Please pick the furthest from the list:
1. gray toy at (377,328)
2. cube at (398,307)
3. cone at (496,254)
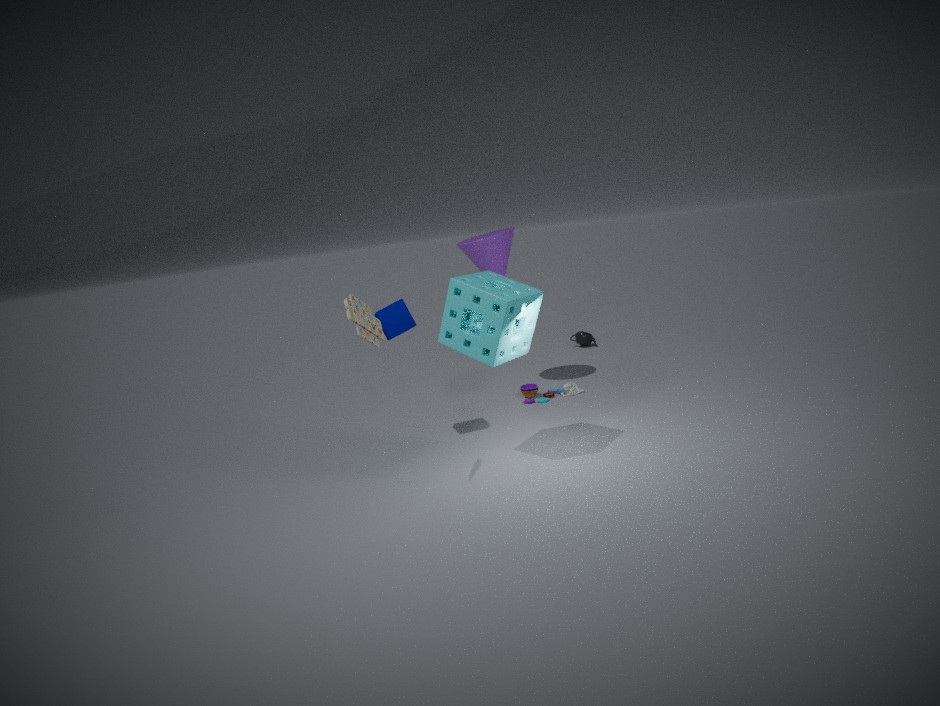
cone at (496,254)
